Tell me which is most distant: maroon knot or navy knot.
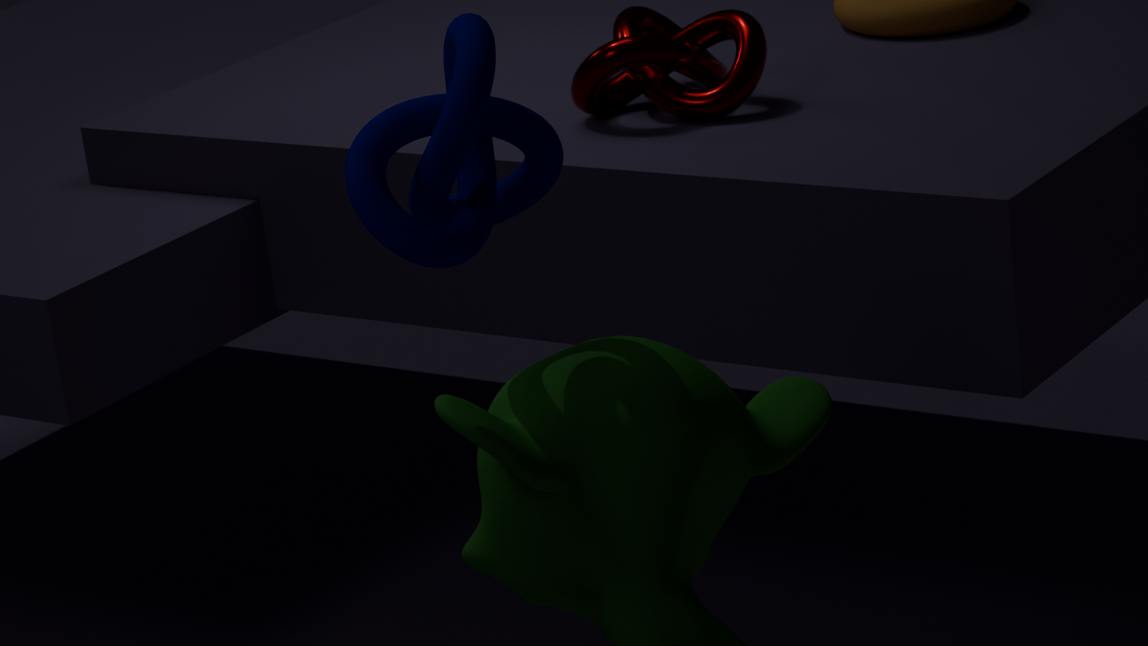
maroon knot
